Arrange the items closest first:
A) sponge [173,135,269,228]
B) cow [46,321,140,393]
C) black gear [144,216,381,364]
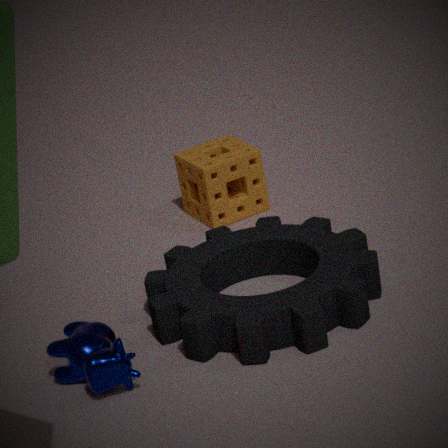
cow [46,321,140,393]
black gear [144,216,381,364]
sponge [173,135,269,228]
